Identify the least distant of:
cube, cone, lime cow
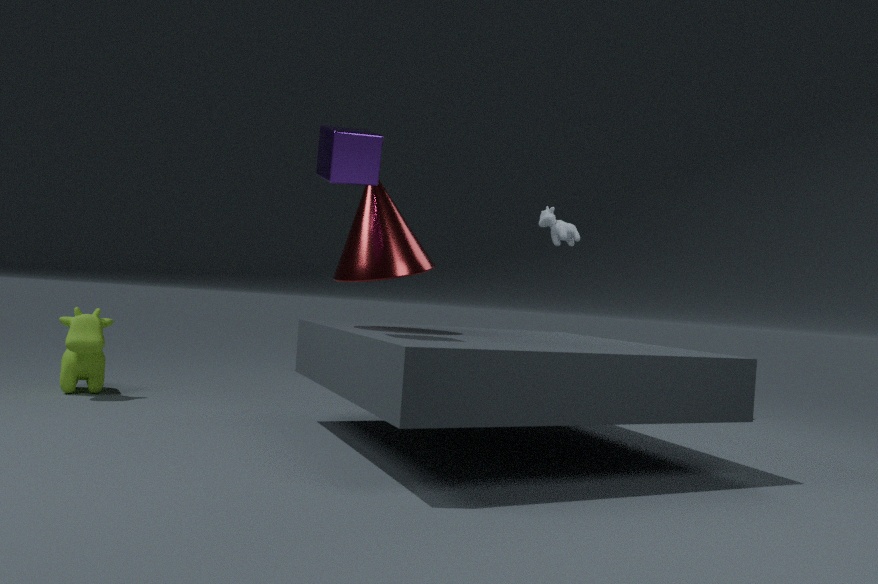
cube
